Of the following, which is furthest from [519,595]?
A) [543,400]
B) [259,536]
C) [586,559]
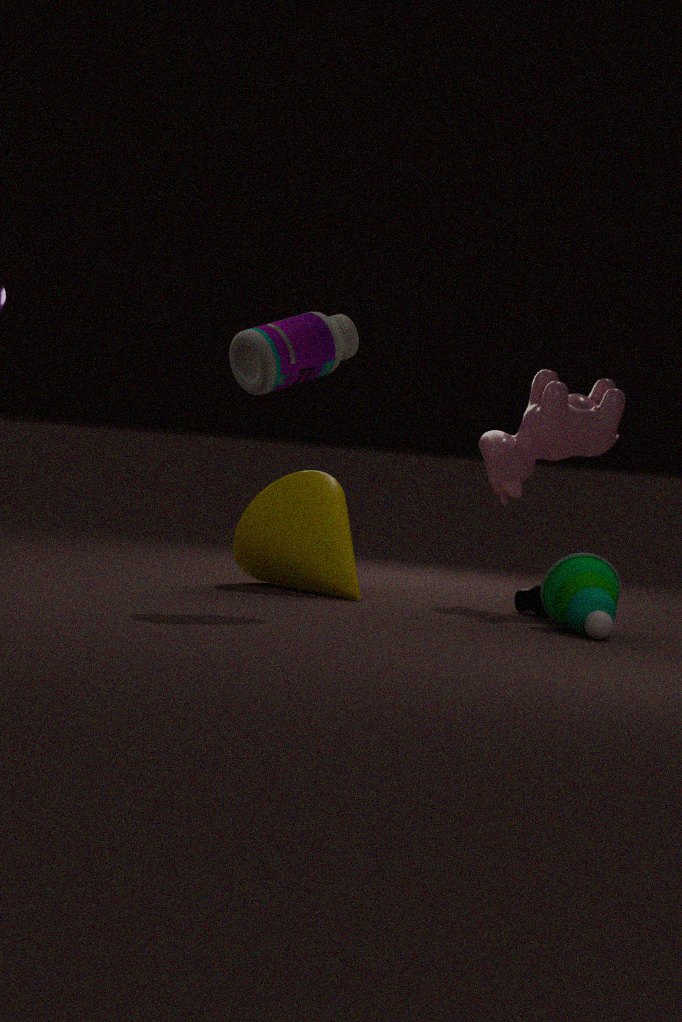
[259,536]
